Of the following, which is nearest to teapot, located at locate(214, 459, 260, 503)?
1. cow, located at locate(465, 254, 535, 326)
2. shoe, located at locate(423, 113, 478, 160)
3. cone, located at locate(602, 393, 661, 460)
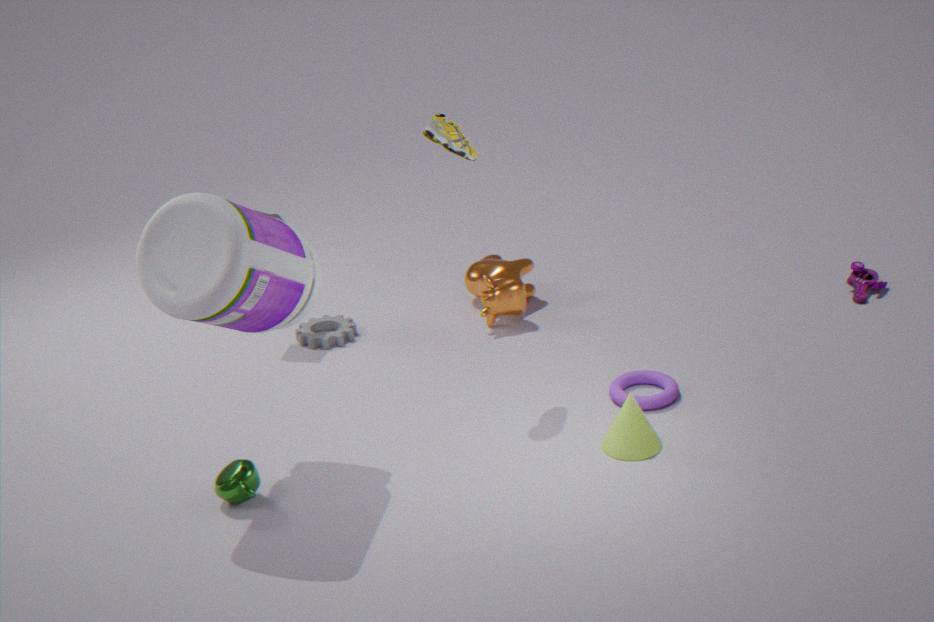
cone, located at locate(602, 393, 661, 460)
